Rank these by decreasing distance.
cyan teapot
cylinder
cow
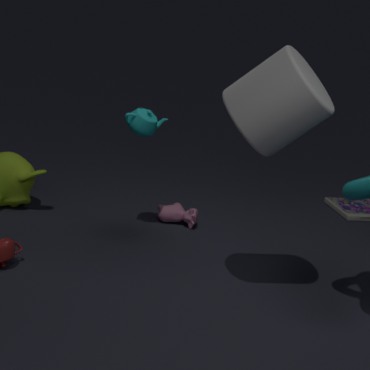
cow
cyan teapot
cylinder
